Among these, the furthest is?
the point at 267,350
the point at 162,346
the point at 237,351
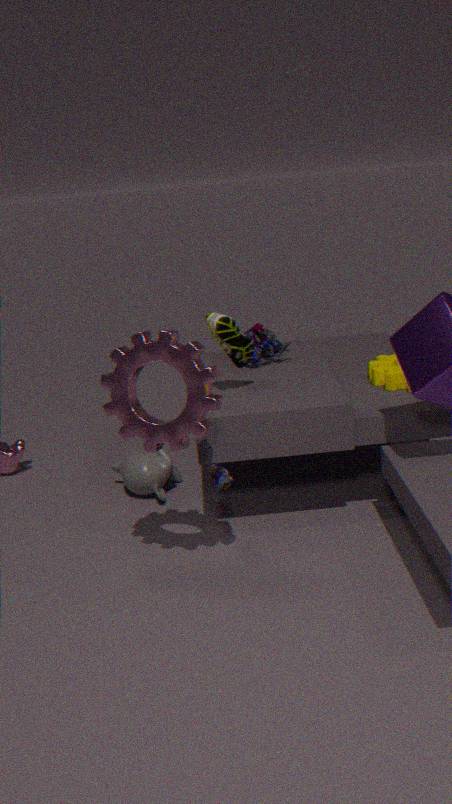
the point at 267,350
